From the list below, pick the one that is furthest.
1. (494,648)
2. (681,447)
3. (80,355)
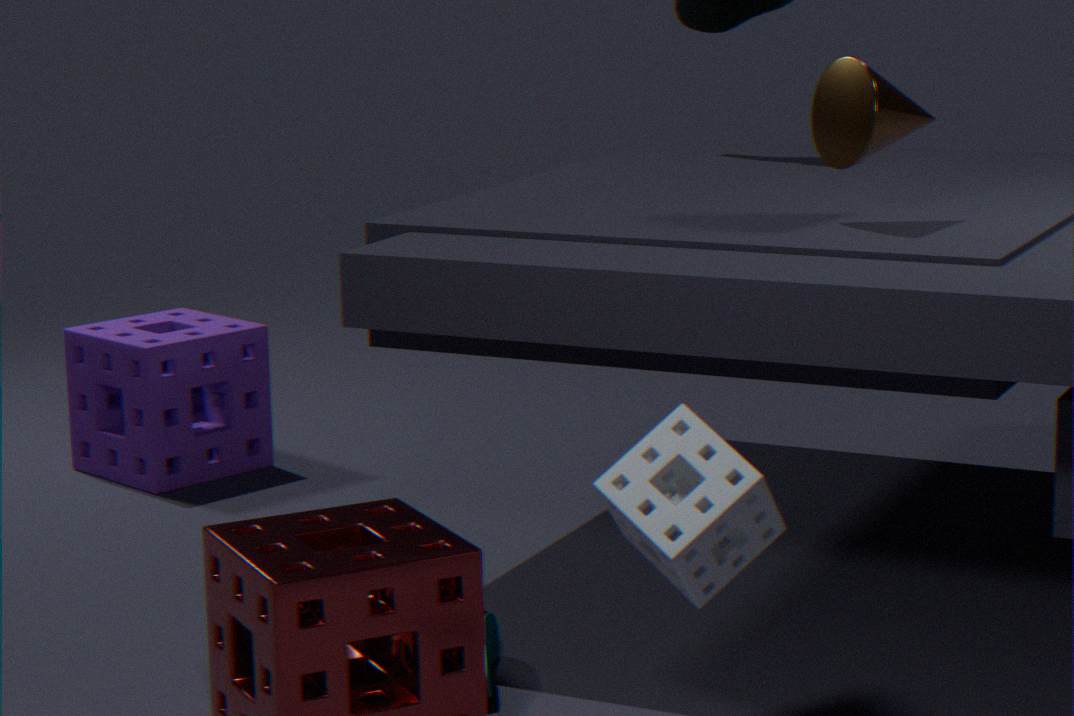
(80,355)
